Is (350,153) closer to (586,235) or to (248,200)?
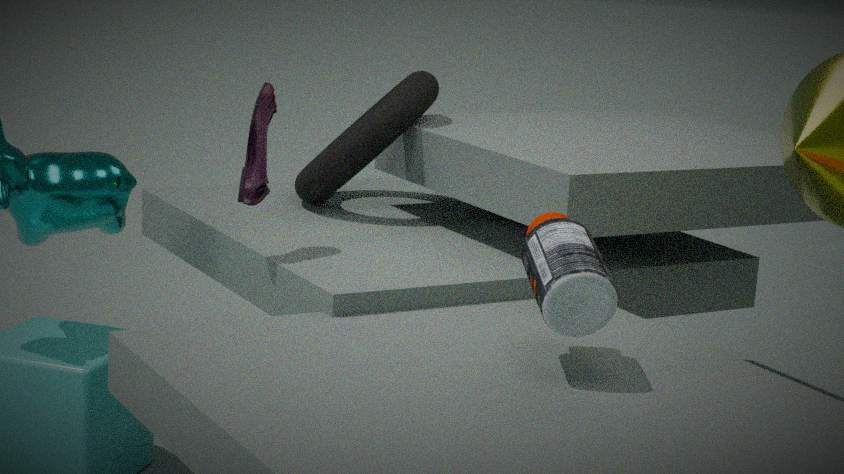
(248,200)
